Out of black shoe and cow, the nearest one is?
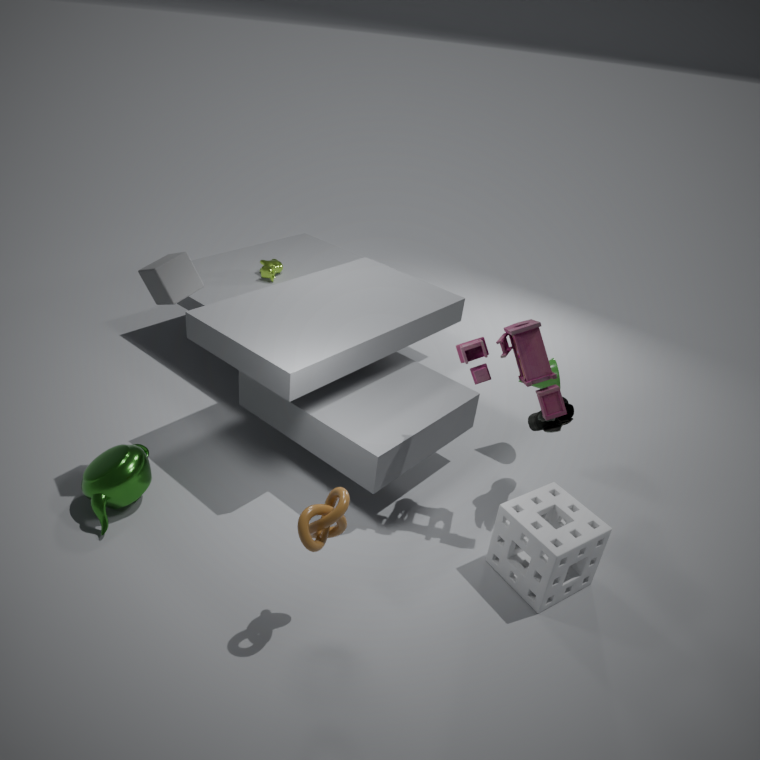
black shoe
